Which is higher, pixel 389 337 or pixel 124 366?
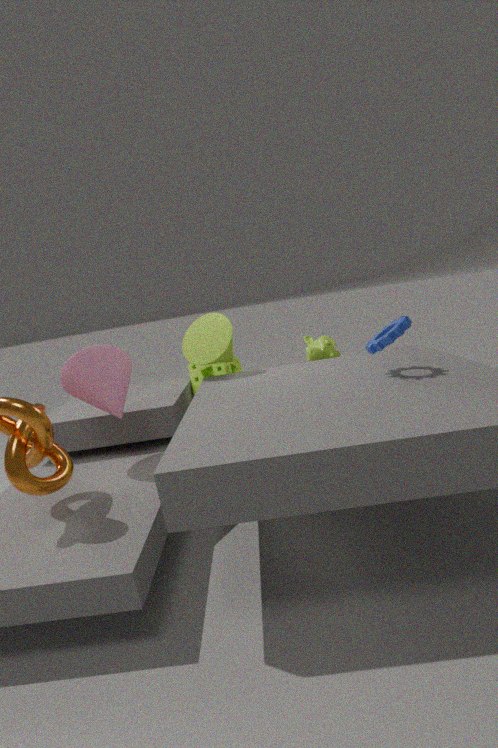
pixel 389 337
